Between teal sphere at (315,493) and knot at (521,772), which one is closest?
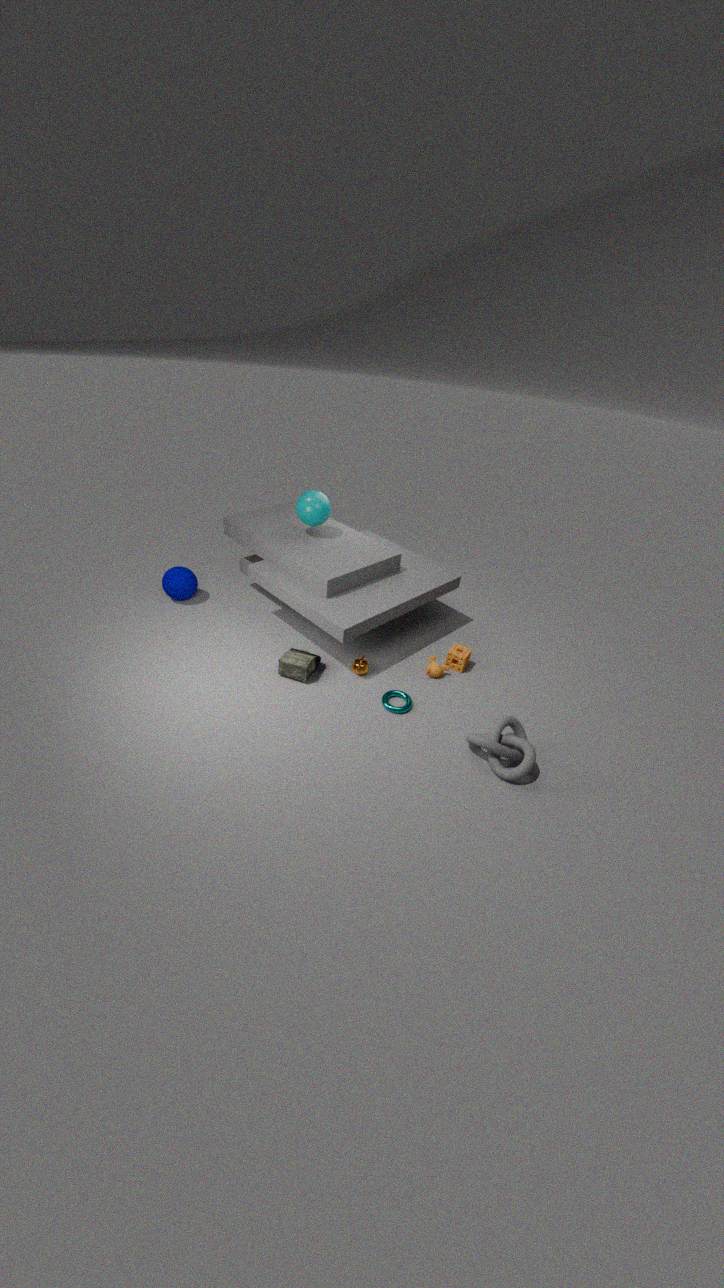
knot at (521,772)
